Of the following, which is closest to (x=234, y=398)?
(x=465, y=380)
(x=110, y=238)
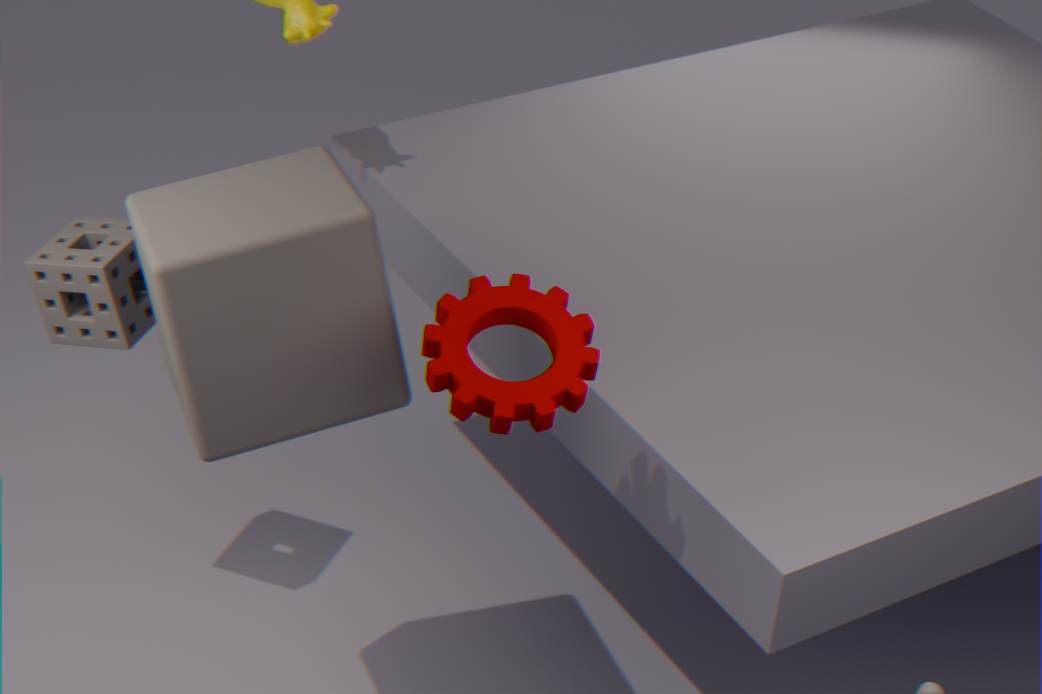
(x=465, y=380)
